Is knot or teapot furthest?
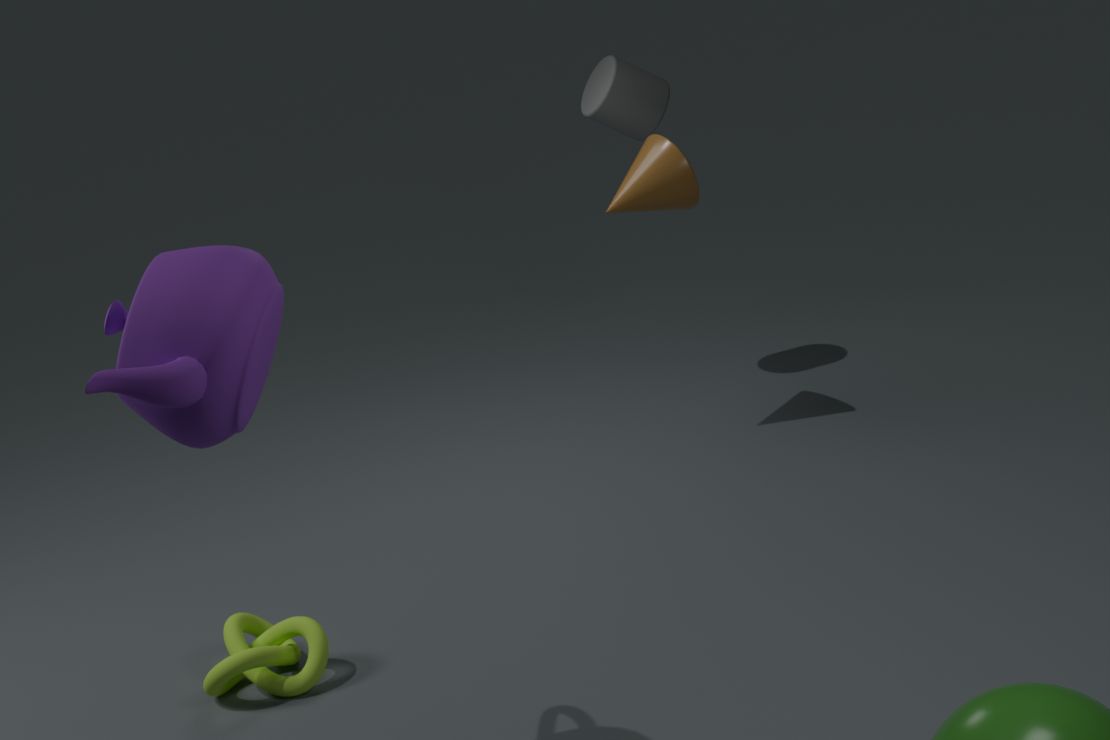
knot
